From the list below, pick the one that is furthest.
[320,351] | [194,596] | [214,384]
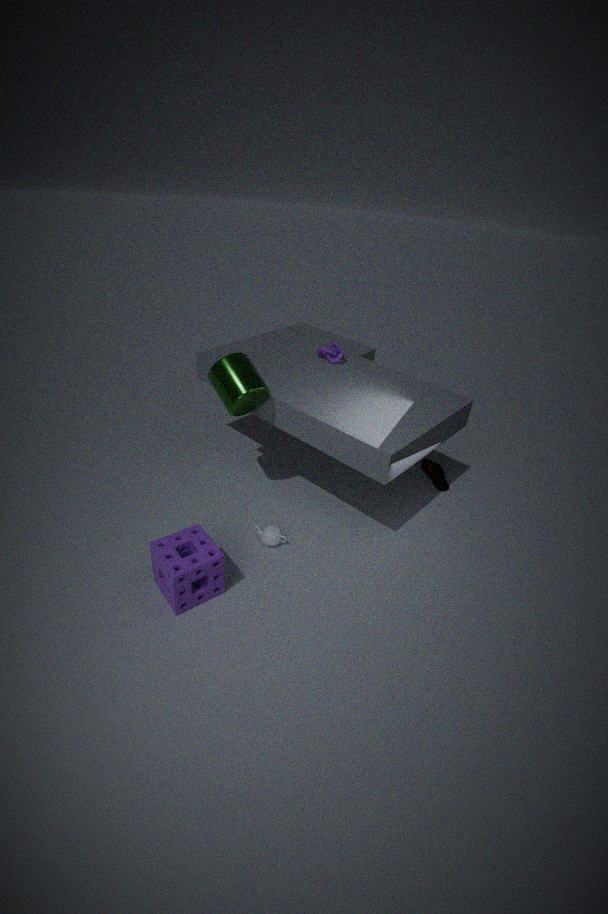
[320,351]
